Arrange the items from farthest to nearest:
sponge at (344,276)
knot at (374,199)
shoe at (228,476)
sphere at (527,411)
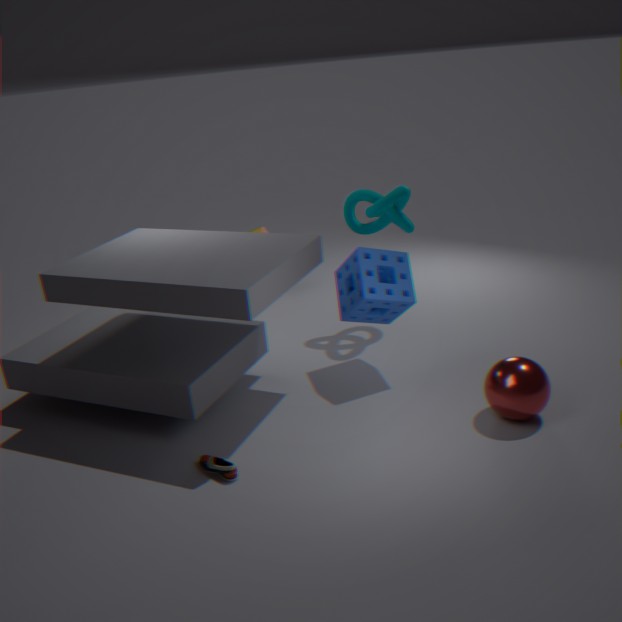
knot at (374,199) < sponge at (344,276) < sphere at (527,411) < shoe at (228,476)
